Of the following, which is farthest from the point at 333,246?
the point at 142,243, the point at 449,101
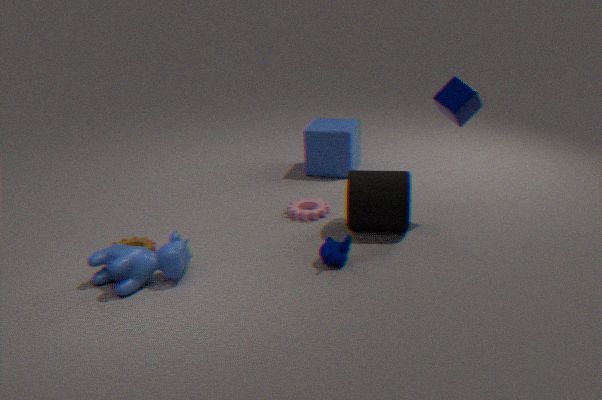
the point at 142,243
